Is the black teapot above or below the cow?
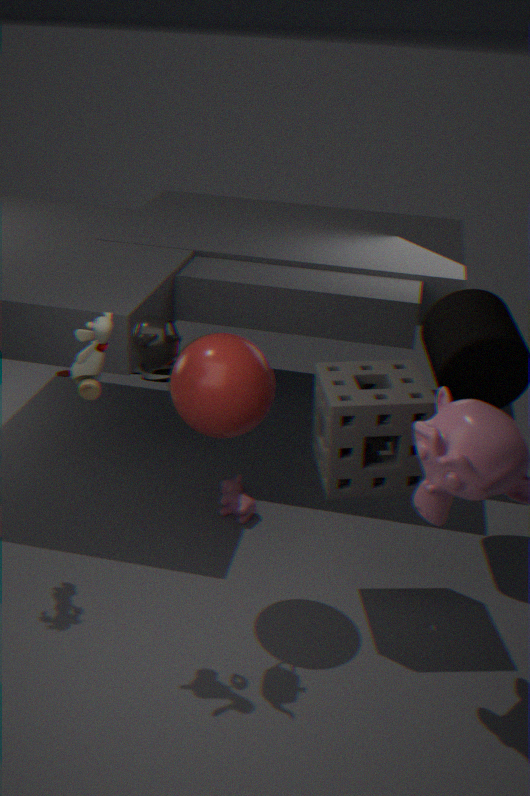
above
